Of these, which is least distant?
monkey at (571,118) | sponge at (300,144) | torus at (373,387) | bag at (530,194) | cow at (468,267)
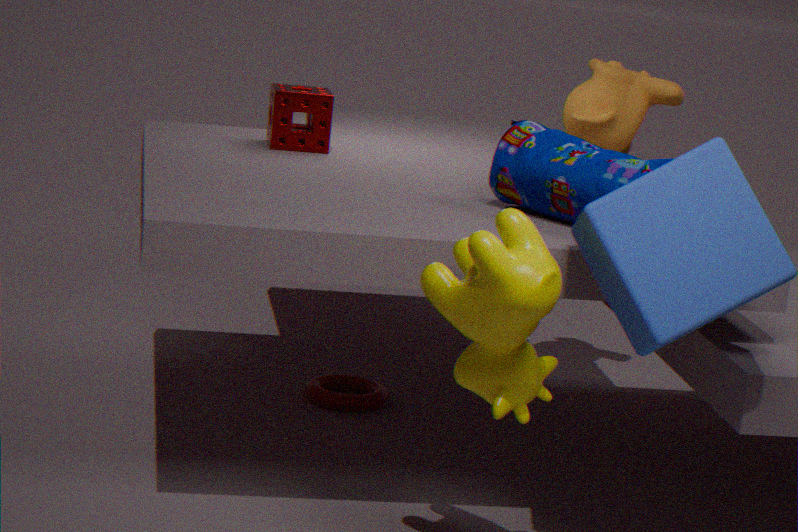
cow at (468,267)
